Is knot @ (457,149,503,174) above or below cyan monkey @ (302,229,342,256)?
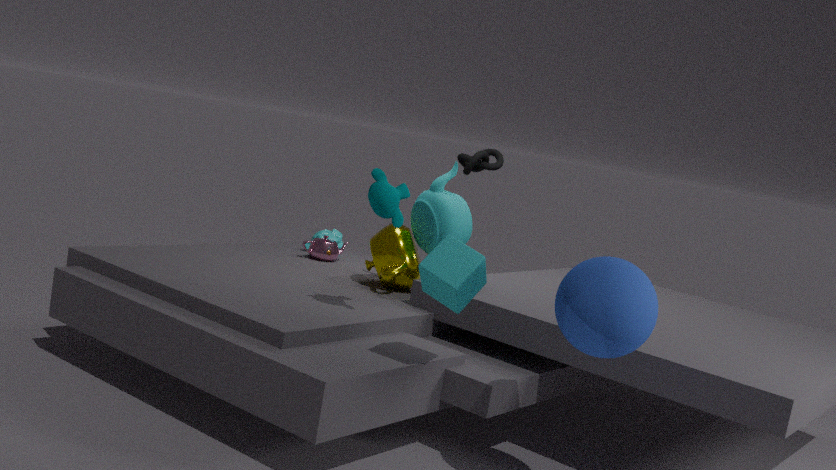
above
